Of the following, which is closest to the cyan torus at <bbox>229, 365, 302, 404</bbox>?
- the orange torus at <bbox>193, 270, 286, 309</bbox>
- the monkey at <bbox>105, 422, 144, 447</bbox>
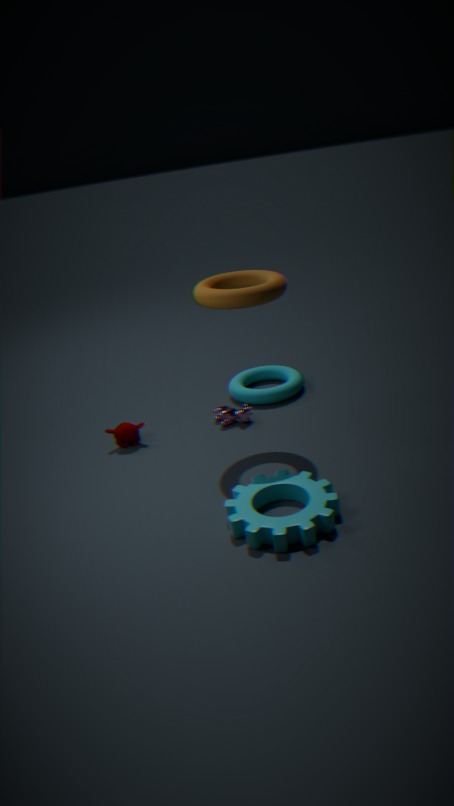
the monkey at <bbox>105, 422, 144, 447</bbox>
